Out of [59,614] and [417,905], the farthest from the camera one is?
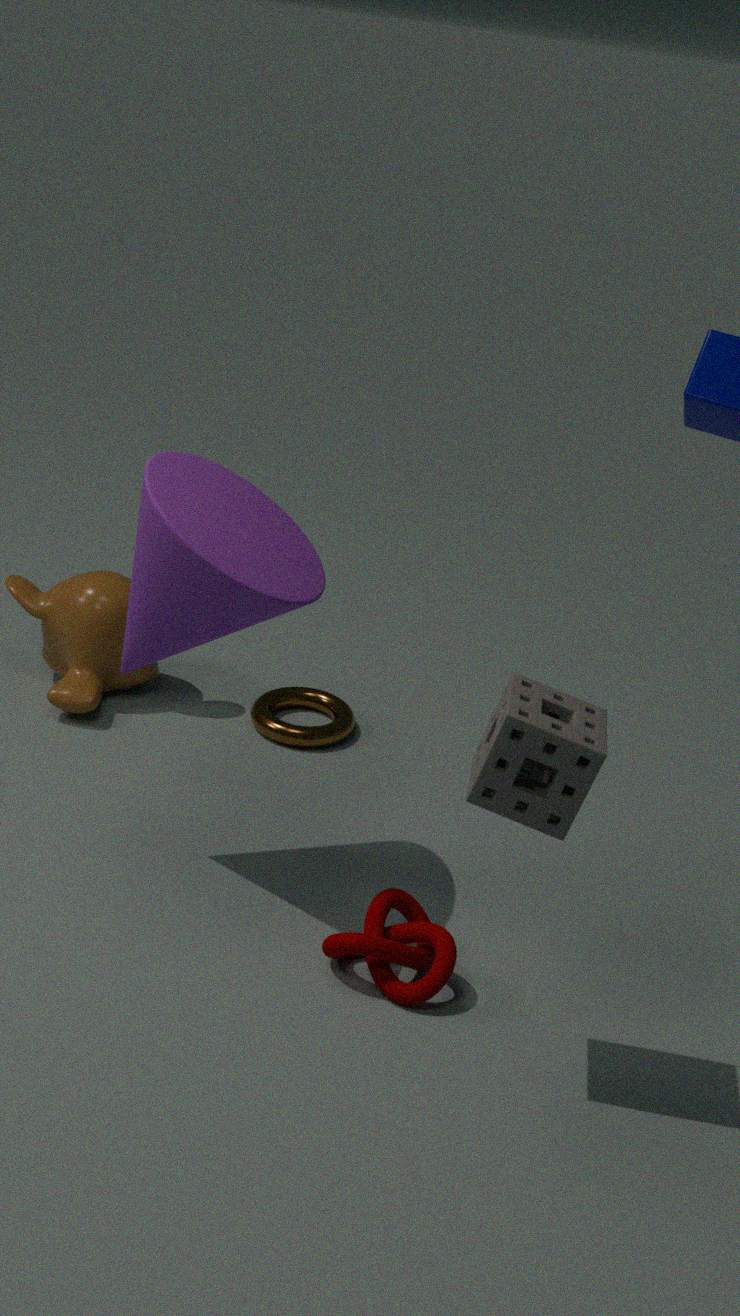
[59,614]
